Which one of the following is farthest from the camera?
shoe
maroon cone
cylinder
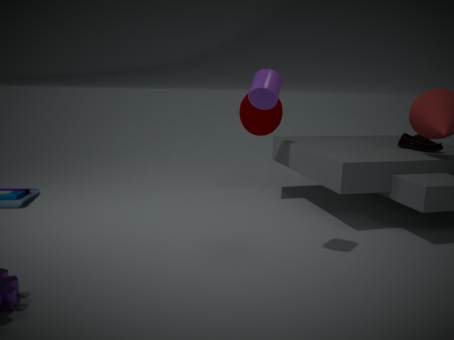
maroon cone
